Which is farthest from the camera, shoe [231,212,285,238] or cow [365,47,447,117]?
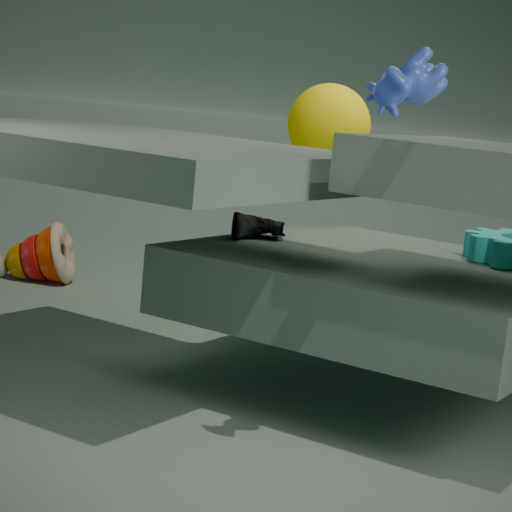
shoe [231,212,285,238]
